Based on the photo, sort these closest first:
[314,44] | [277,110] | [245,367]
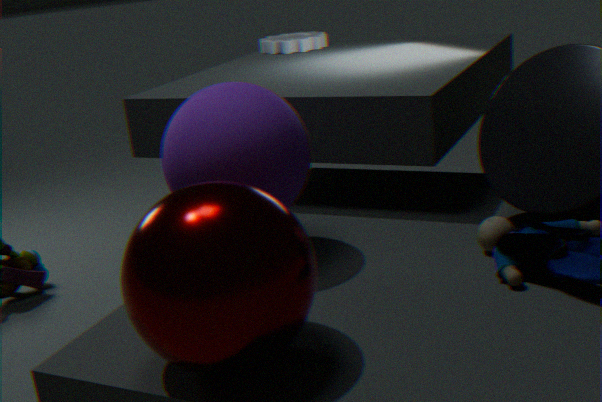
[245,367], [277,110], [314,44]
